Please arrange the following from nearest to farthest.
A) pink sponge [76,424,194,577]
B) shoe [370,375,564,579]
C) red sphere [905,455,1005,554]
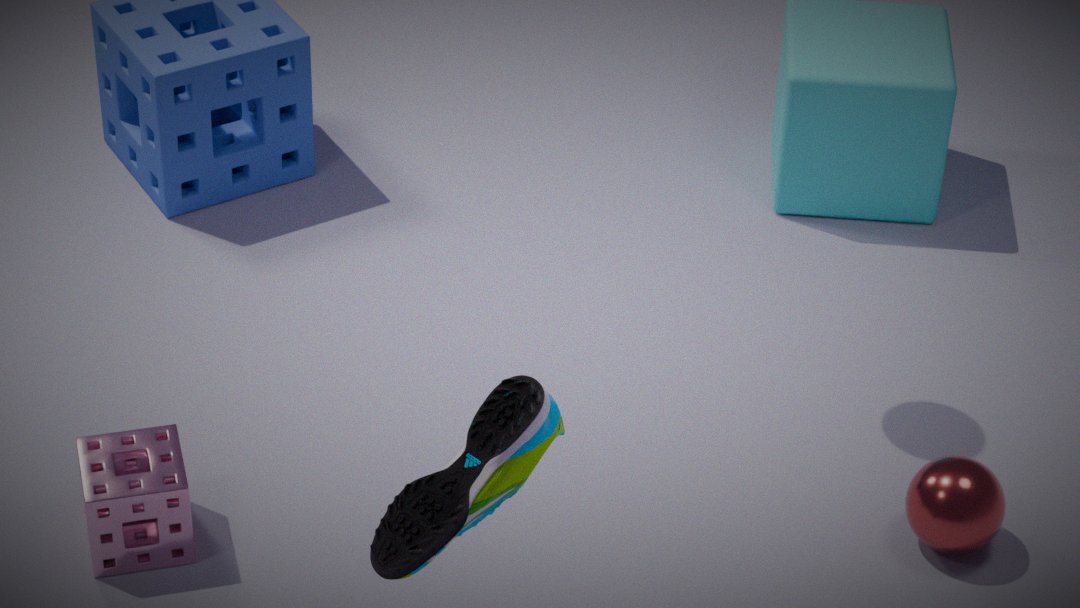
shoe [370,375,564,579]
pink sponge [76,424,194,577]
red sphere [905,455,1005,554]
